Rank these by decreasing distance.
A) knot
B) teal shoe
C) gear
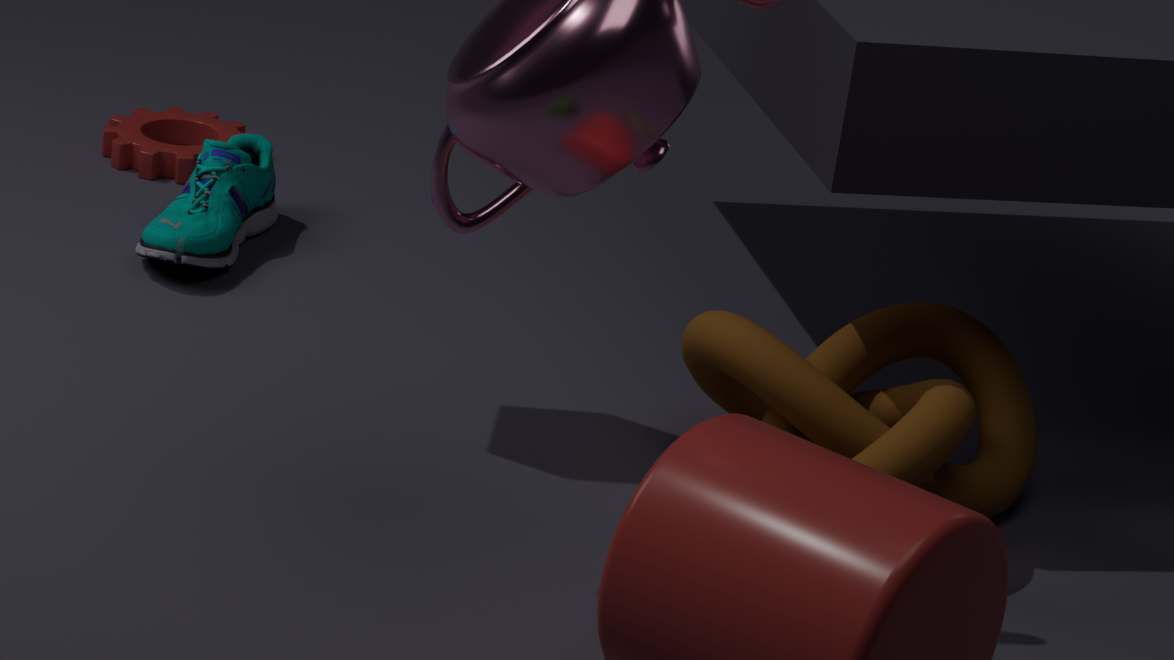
gear, teal shoe, knot
